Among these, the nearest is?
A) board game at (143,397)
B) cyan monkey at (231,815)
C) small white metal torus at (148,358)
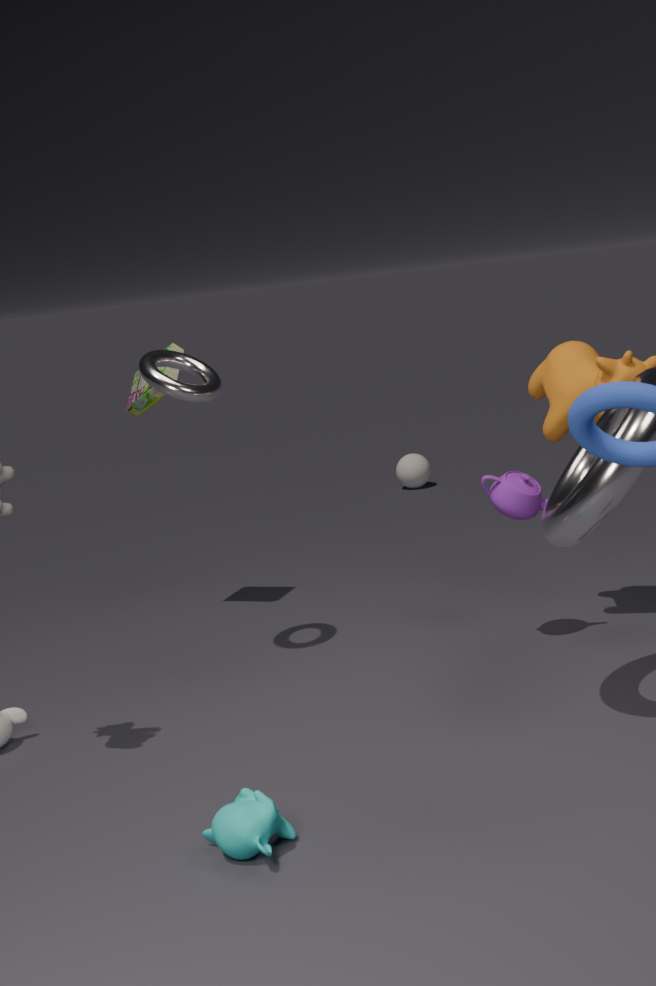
cyan monkey at (231,815)
